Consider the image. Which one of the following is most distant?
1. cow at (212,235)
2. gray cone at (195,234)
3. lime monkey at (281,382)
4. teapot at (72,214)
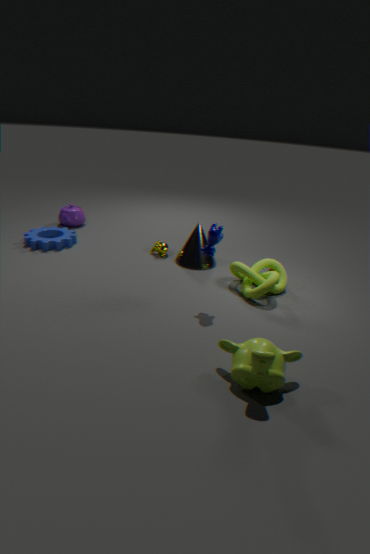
teapot at (72,214)
